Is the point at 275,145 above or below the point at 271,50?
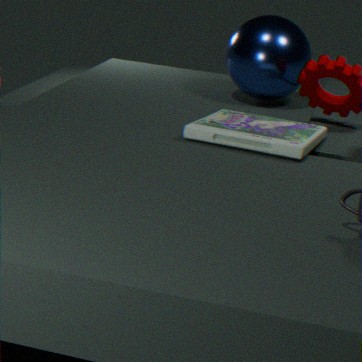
below
